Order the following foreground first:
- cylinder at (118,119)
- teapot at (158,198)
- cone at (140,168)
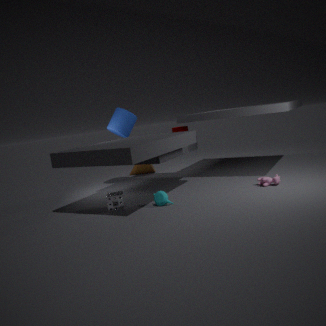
teapot at (158,198) < cylinder at (118,119) < cone at (140,168)
